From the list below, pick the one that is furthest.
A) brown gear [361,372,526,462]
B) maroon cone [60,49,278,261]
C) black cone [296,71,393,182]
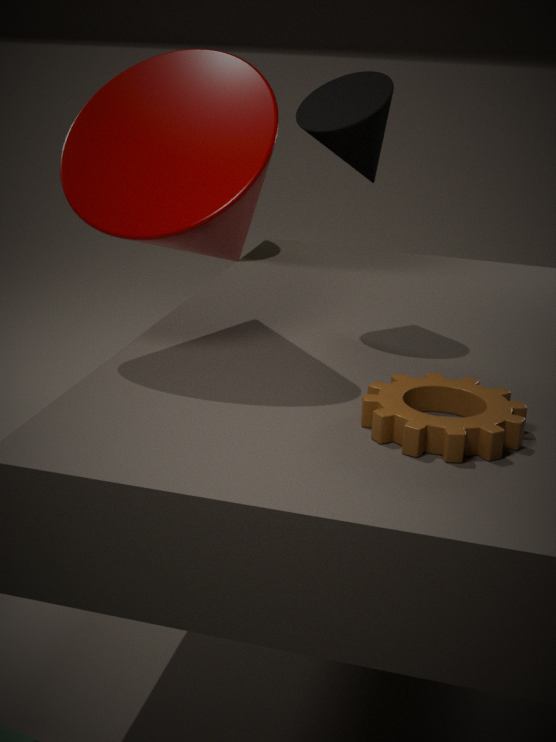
black cone [296,71,393,182]
